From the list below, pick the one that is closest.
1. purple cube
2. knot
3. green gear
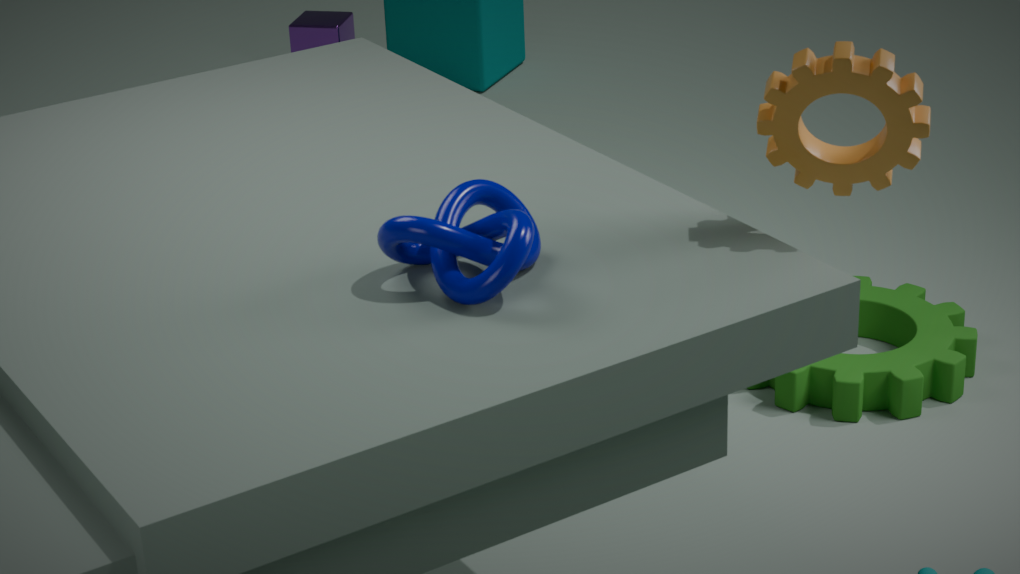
knot
